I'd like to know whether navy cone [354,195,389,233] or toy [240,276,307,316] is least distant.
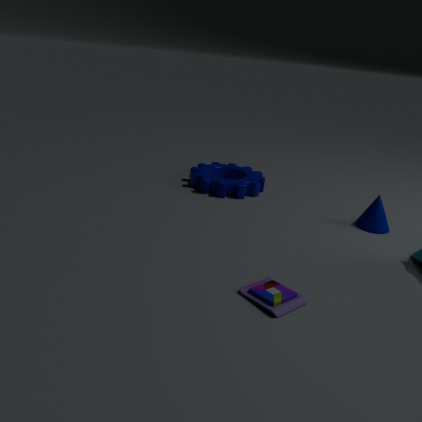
toy [240,276,307,316]
